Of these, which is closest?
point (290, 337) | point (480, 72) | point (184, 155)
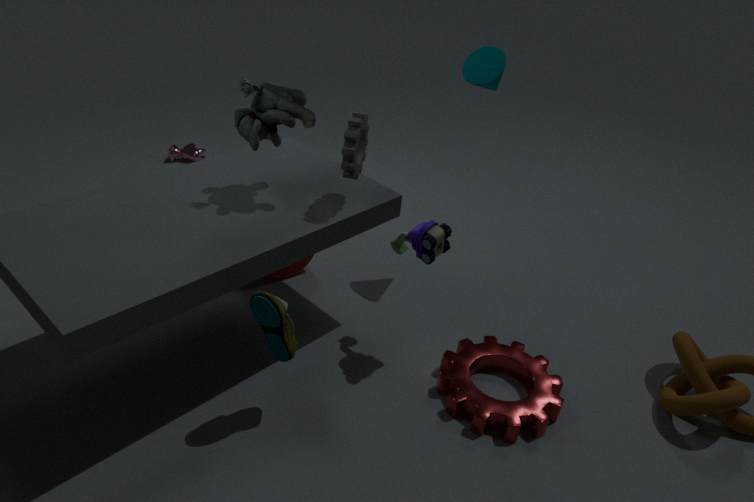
point (290, 337)
